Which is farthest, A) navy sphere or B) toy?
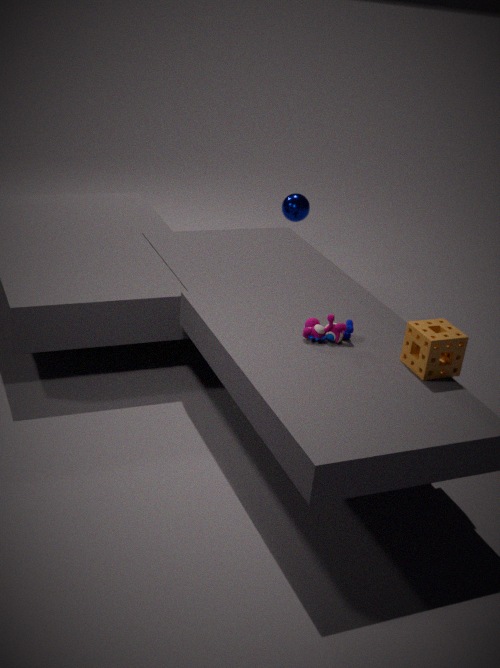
A. navy sphere
